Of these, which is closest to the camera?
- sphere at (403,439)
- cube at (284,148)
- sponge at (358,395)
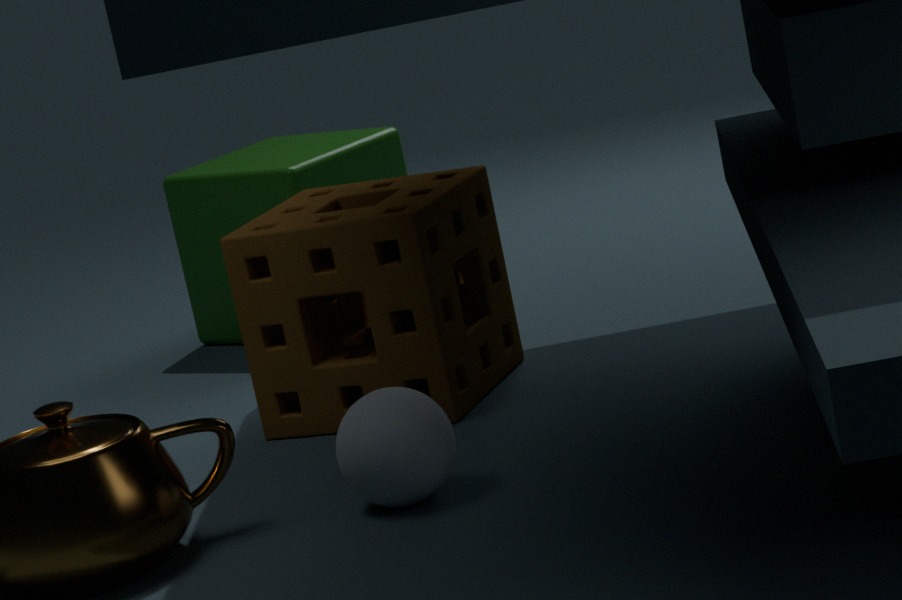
sphere at (403,439)
